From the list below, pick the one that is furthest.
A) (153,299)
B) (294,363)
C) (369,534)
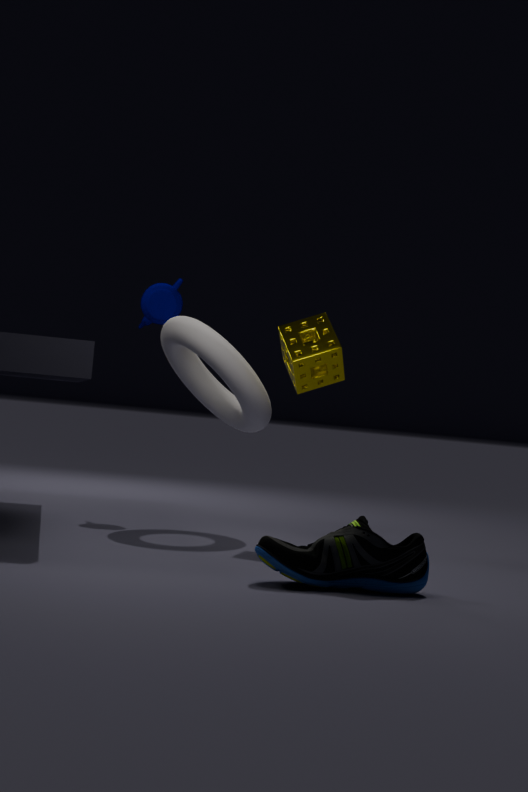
(153,299)
